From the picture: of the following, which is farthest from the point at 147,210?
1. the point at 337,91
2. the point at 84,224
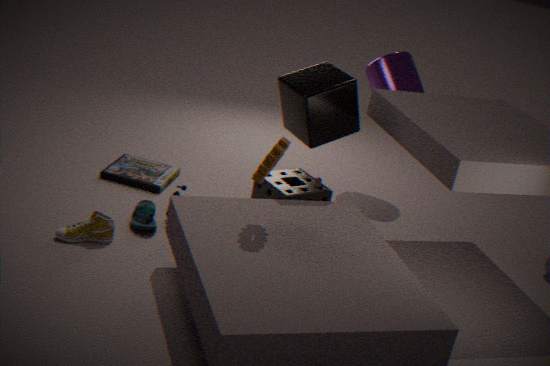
the point at 337,91
